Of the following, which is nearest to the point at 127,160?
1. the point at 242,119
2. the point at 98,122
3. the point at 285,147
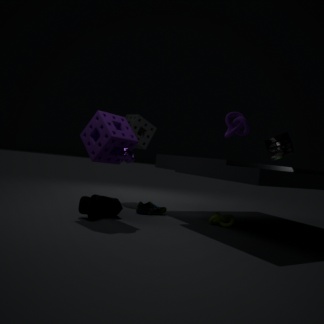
the point at 98,122
